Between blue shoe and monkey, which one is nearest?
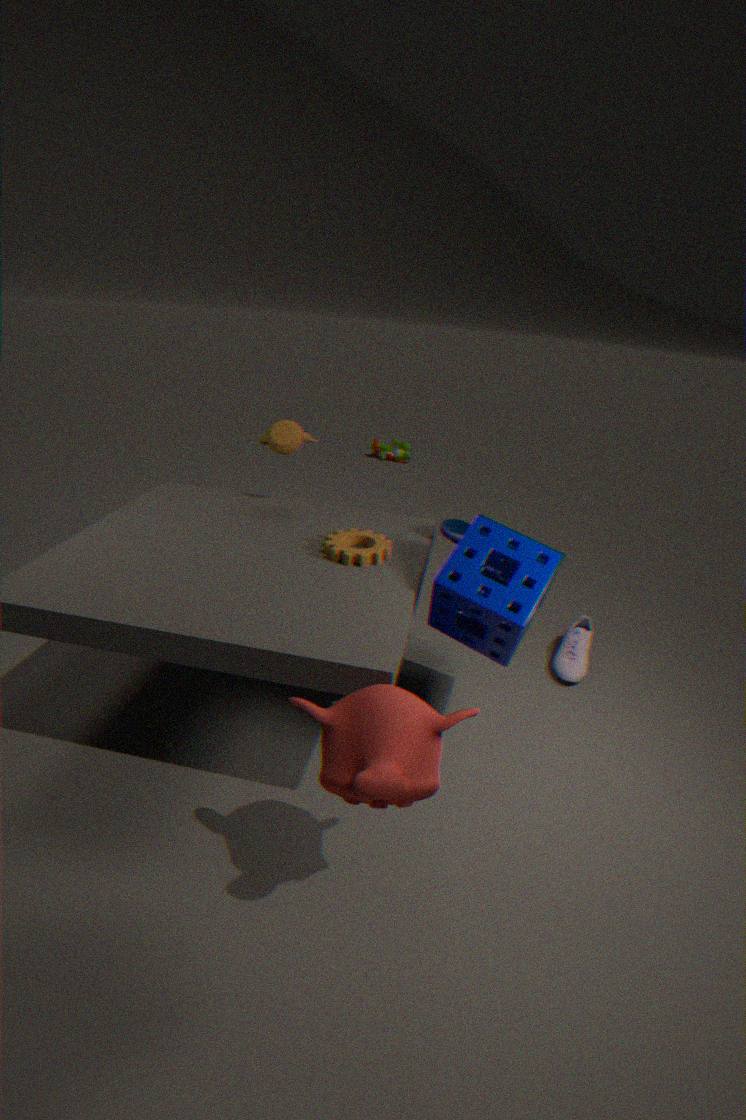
monkey
